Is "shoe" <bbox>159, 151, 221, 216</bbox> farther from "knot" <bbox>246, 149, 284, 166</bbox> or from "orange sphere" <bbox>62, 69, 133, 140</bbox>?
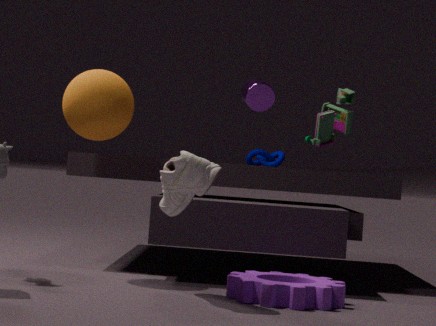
"knot" <bbox>246, 149, 284, 166</bbox>
